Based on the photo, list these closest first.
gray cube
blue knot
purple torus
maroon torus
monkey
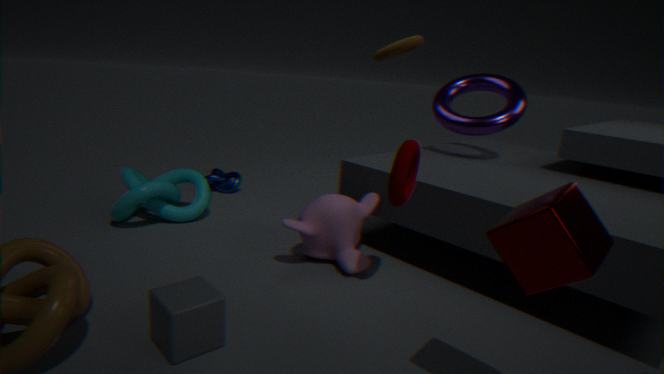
gray cube → maroon torus → monkey → purple torus → blue knot
